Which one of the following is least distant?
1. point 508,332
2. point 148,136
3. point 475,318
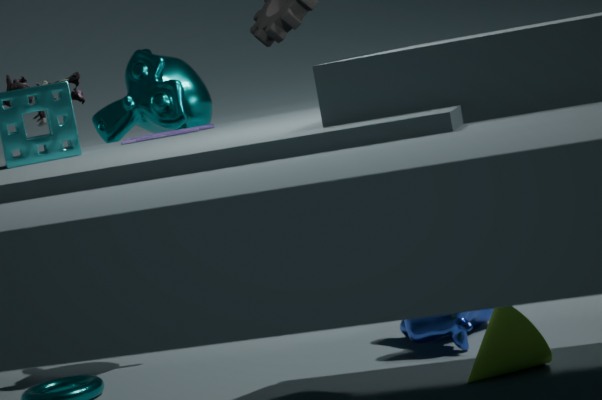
point 148,136
